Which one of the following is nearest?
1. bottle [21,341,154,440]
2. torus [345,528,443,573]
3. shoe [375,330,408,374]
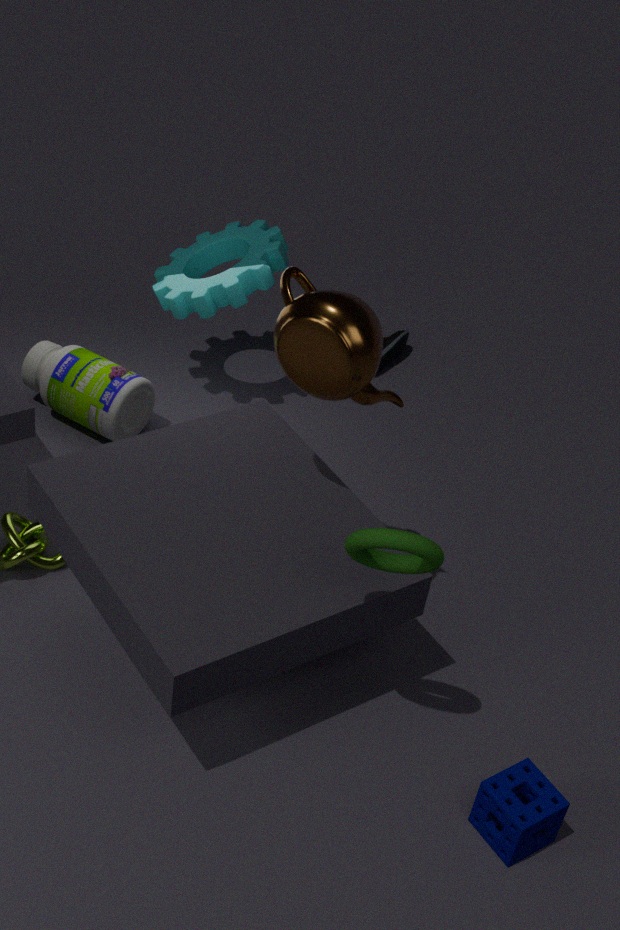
torus [345,528,443,573]
